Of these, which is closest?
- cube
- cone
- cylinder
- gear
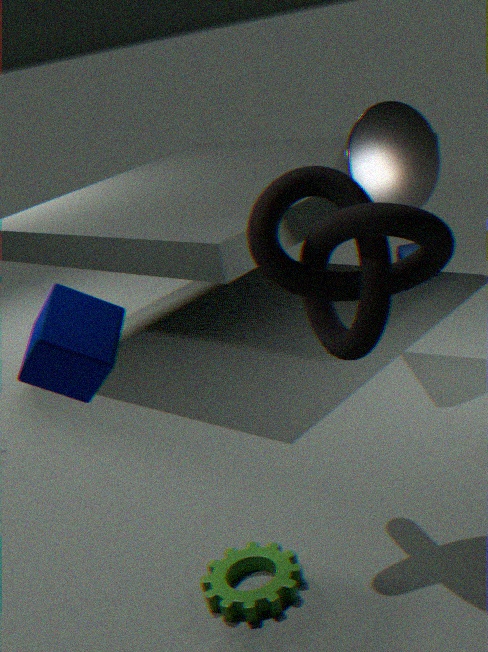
cube
